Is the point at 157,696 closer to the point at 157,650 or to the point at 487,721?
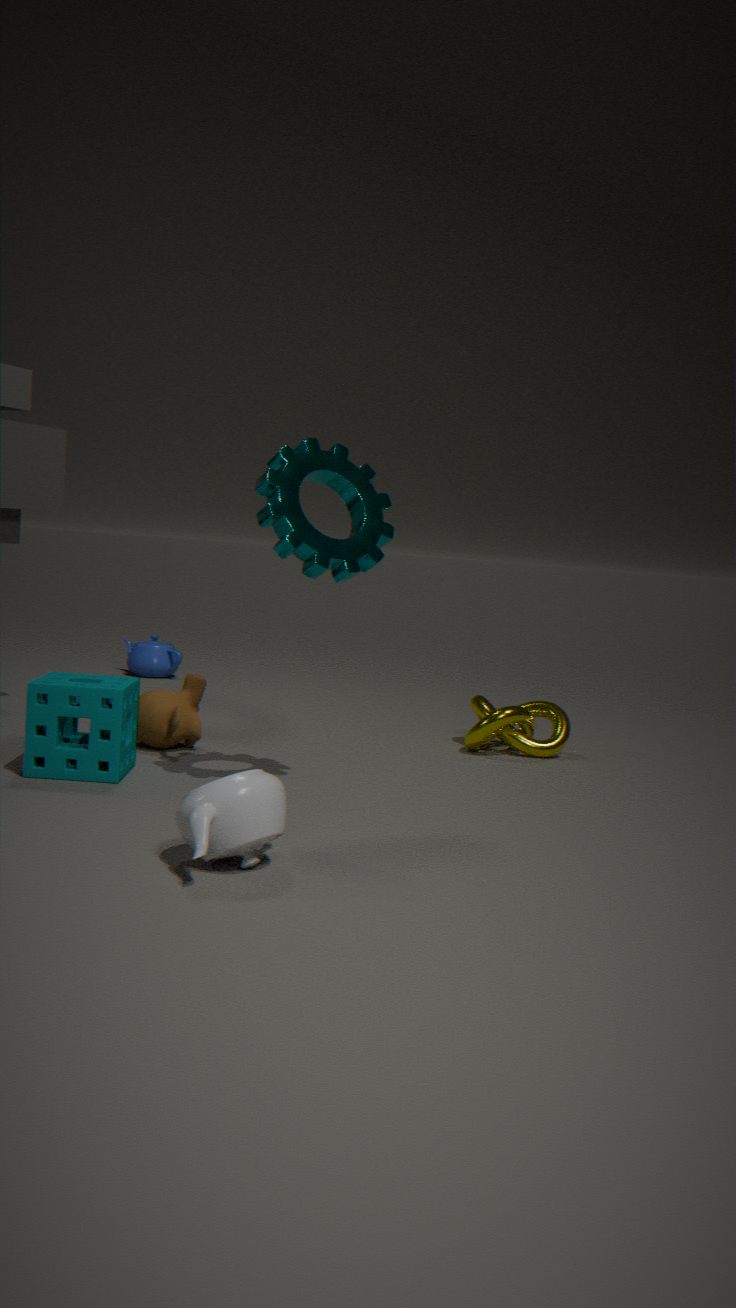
the point at 487,721
